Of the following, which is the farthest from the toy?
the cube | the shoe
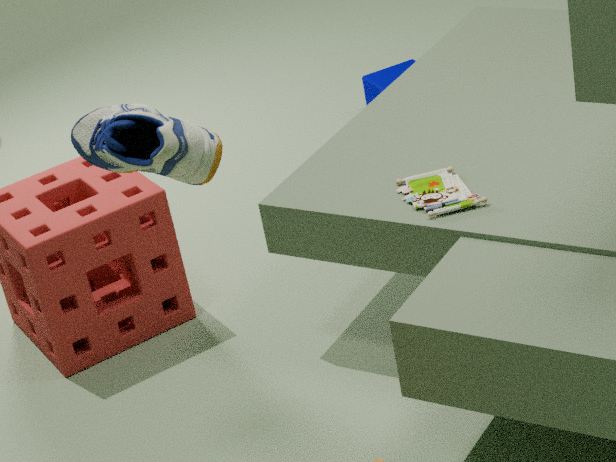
the cube
